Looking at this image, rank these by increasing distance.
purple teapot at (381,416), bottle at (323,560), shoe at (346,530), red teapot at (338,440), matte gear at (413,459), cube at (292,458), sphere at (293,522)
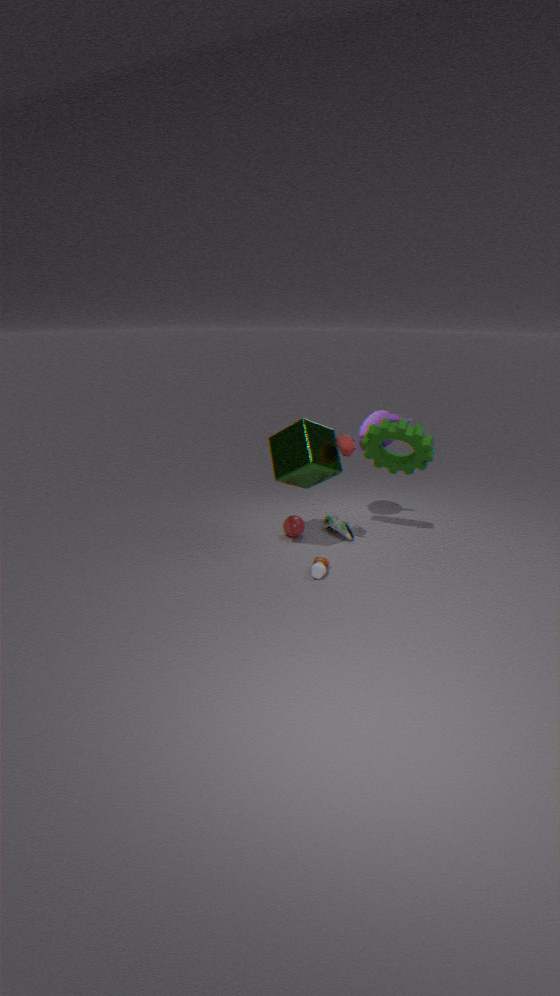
cube at (292,458)
bottle at (323,560)
red teapot at (338,440)
matte gear at (413,459)
purple teapot at (381,416)
shoe at (346,530)
sphere at (293,522)
